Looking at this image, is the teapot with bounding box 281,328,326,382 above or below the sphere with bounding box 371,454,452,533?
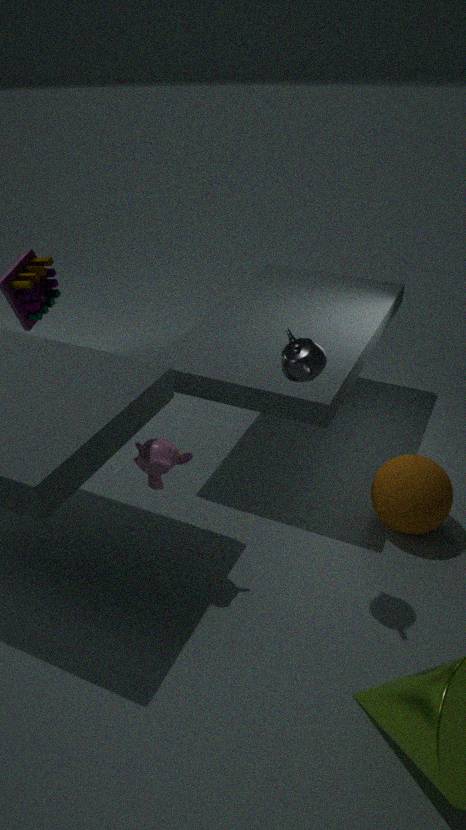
above
